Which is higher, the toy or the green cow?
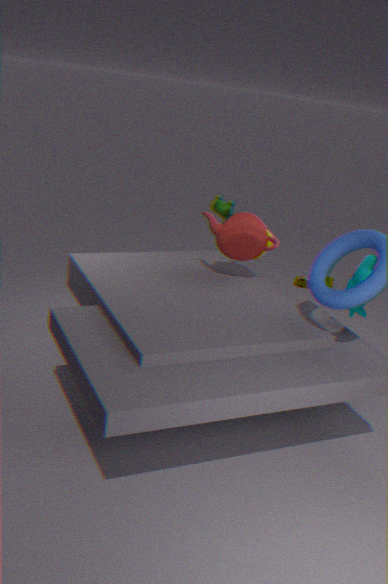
the green cow
